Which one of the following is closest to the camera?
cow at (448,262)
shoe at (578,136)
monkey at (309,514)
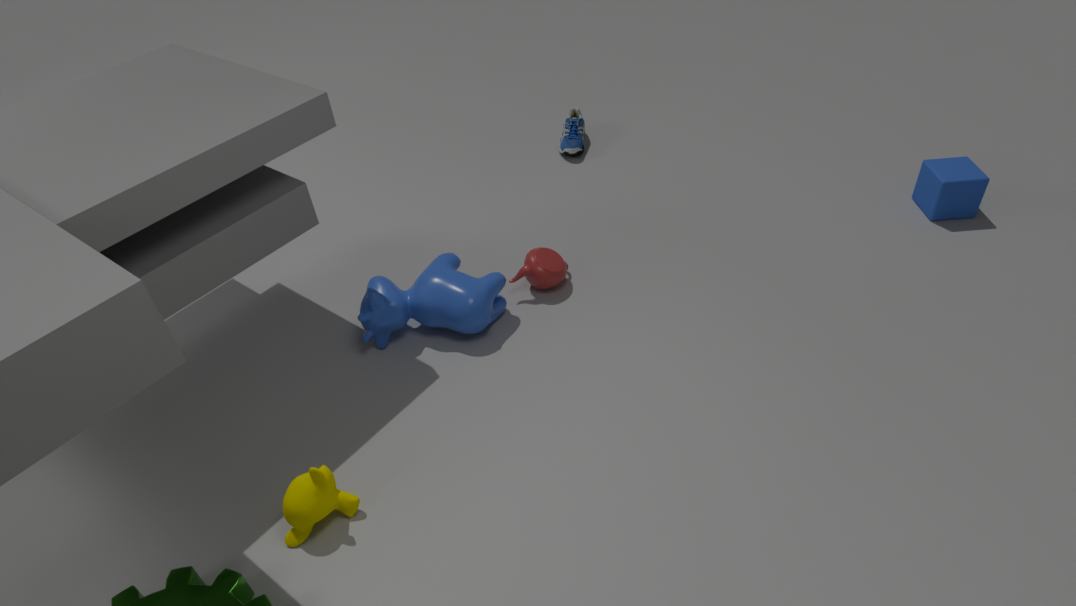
monkey at (309,514)
